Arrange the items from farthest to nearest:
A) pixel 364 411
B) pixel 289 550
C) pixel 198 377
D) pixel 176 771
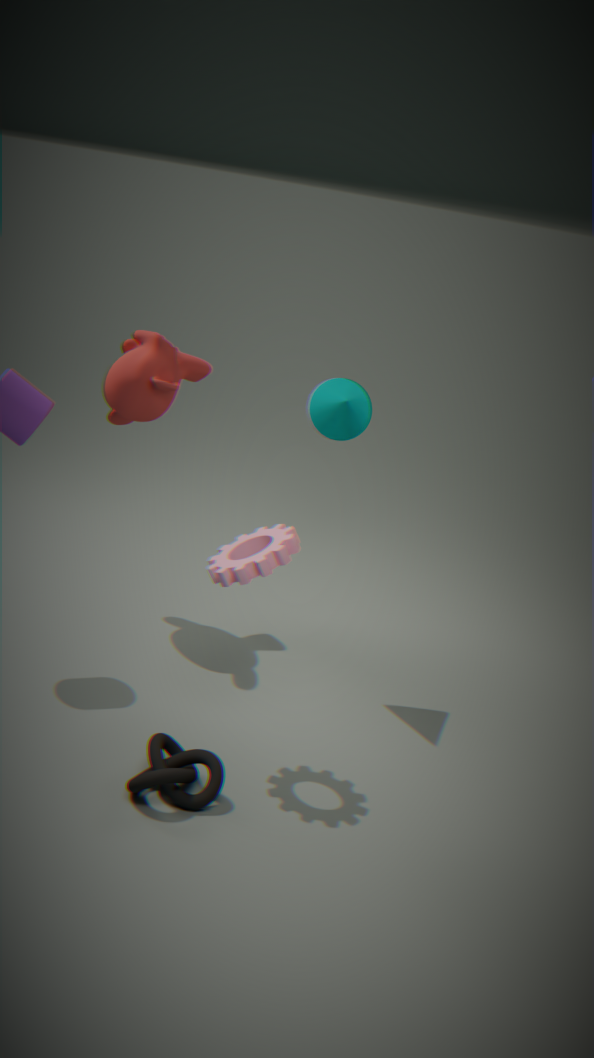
1. C. pixel 198 377
2. A. pixel 364 411
3. B. pixel 289 550
4. D. pixel 176 771
